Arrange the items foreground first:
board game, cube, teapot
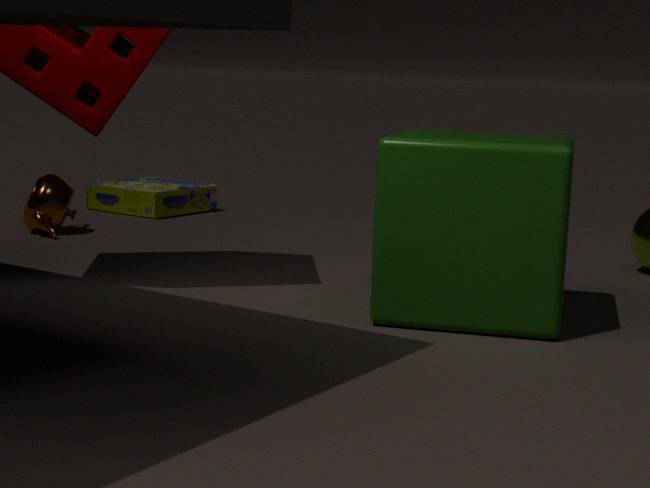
cube, teapot, board game
